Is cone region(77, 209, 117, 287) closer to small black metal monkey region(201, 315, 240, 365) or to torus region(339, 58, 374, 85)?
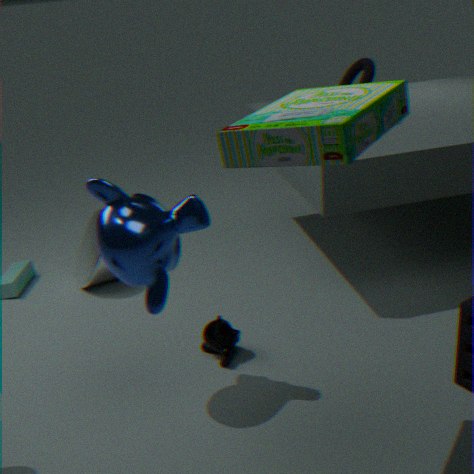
small black metal monkey region(201, 315, 240, 365)
